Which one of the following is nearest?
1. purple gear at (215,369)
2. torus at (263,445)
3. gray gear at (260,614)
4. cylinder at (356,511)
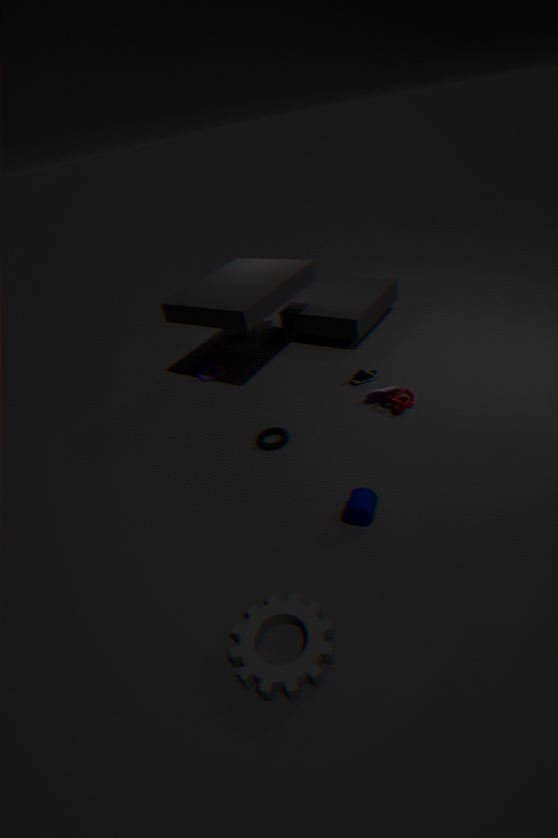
gray gear at (260,614)
